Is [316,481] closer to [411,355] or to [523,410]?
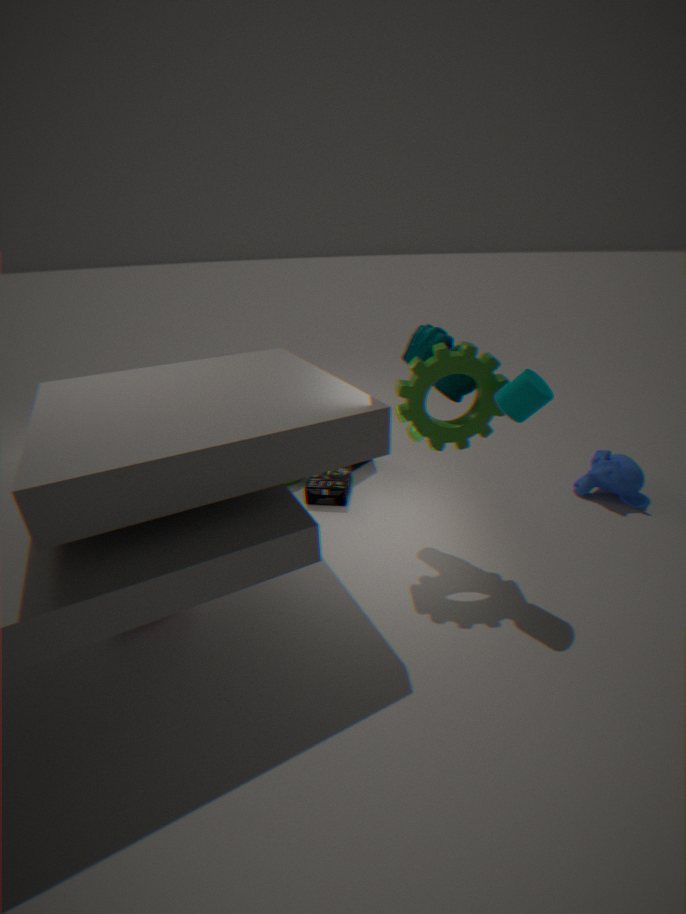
[411,355]
